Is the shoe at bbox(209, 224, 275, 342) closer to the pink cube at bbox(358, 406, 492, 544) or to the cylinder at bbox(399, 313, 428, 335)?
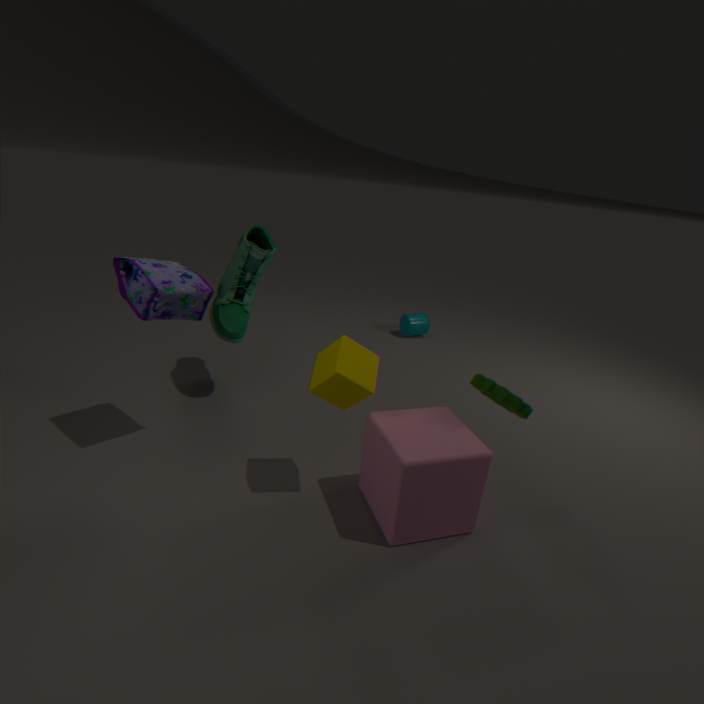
Result: the pink cube at bbox(358, 406, 492, 544)
